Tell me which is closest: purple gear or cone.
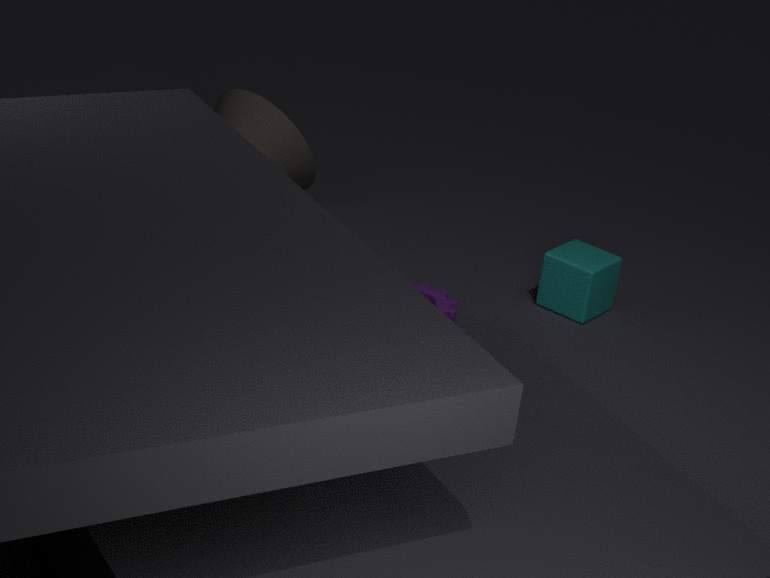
purple gear
